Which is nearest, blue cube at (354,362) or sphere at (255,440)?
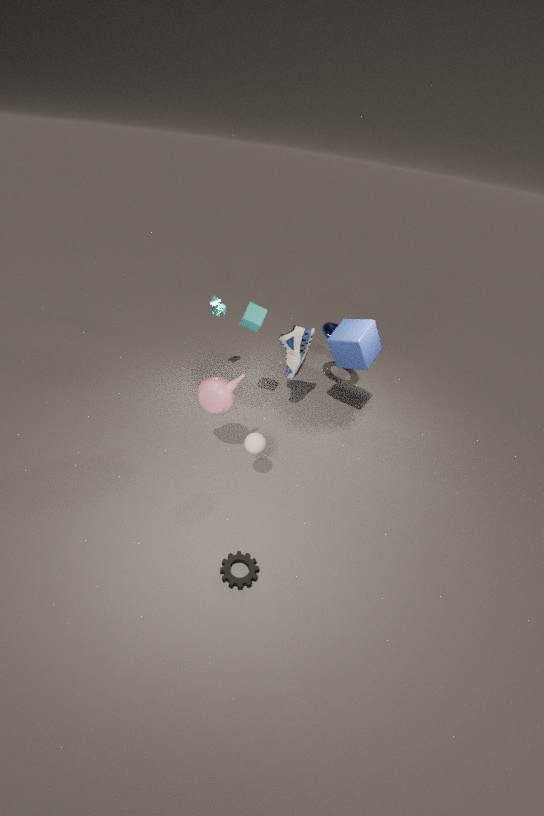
sphere at (255,440)
